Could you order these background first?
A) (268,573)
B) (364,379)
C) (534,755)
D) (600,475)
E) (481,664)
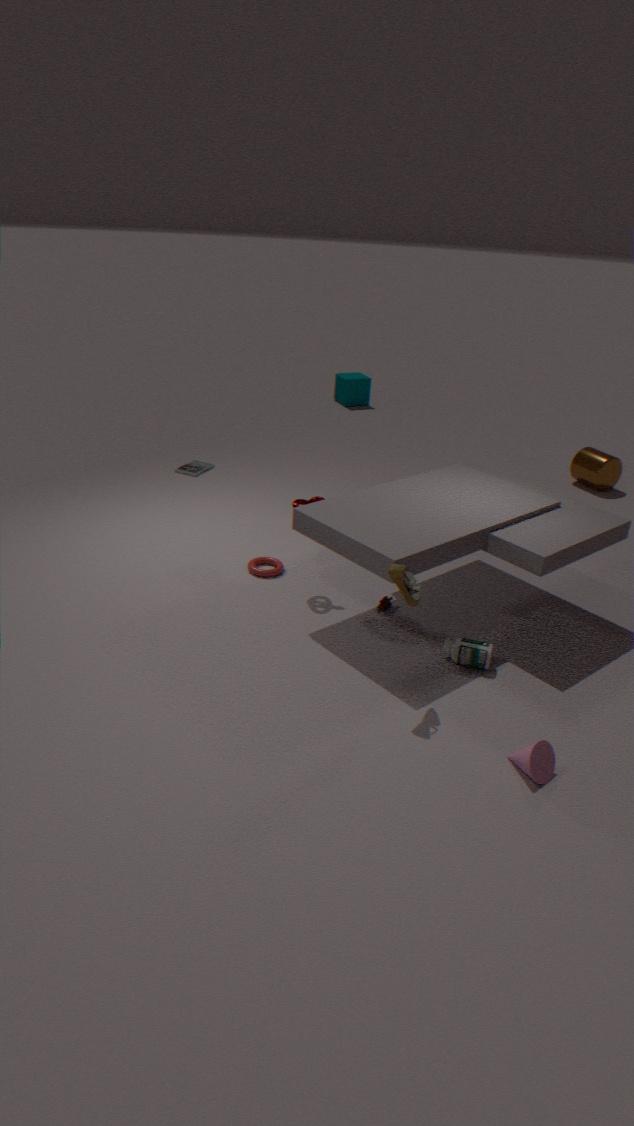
1. (364,379)
2. (600,475)
3. (268,573)
4. (481,664)
5. (534,755)
